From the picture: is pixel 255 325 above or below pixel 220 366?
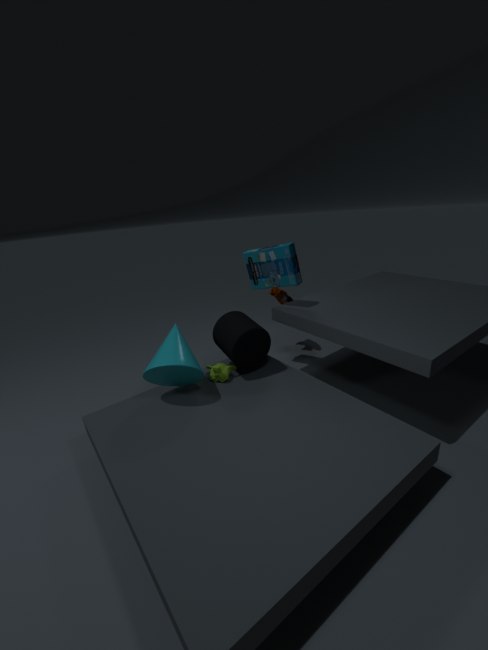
above
